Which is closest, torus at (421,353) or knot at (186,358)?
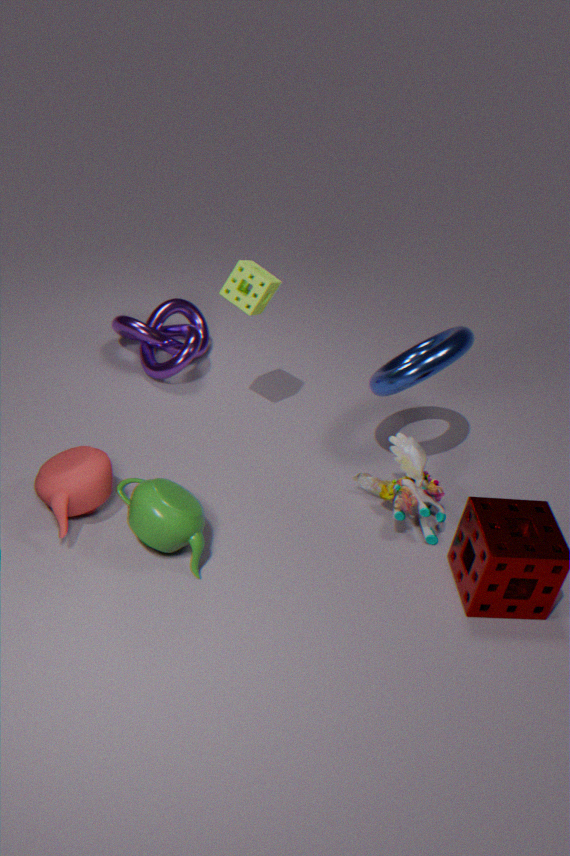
torus at (421,353)
